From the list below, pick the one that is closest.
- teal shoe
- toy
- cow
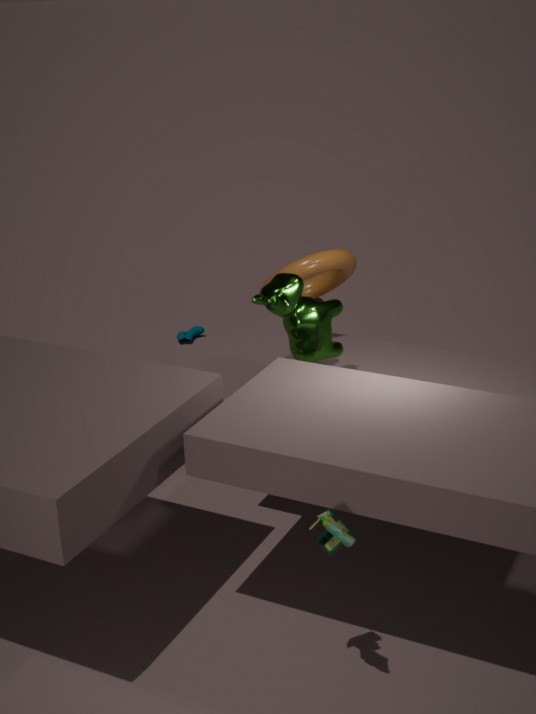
toy
